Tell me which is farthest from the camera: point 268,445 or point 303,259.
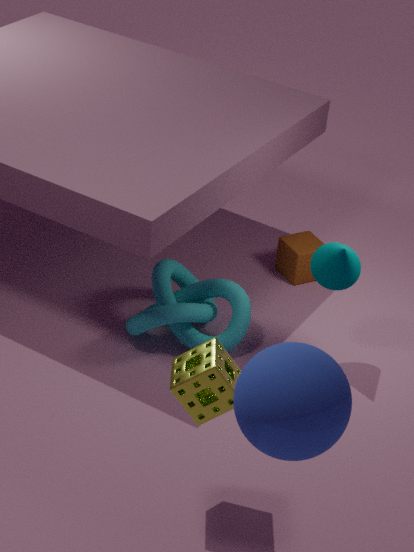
point 303,259
